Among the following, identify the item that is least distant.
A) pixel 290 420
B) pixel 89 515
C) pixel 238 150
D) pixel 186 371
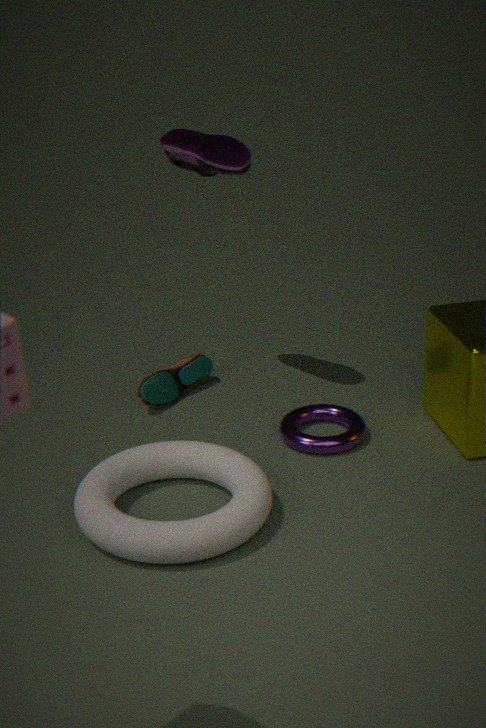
pixel 89 515
